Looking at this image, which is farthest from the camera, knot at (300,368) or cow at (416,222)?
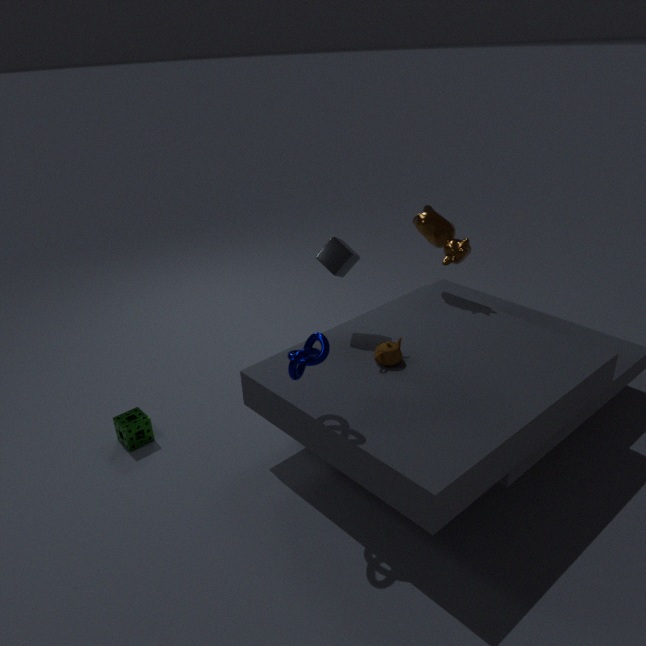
cow at (416,222)
